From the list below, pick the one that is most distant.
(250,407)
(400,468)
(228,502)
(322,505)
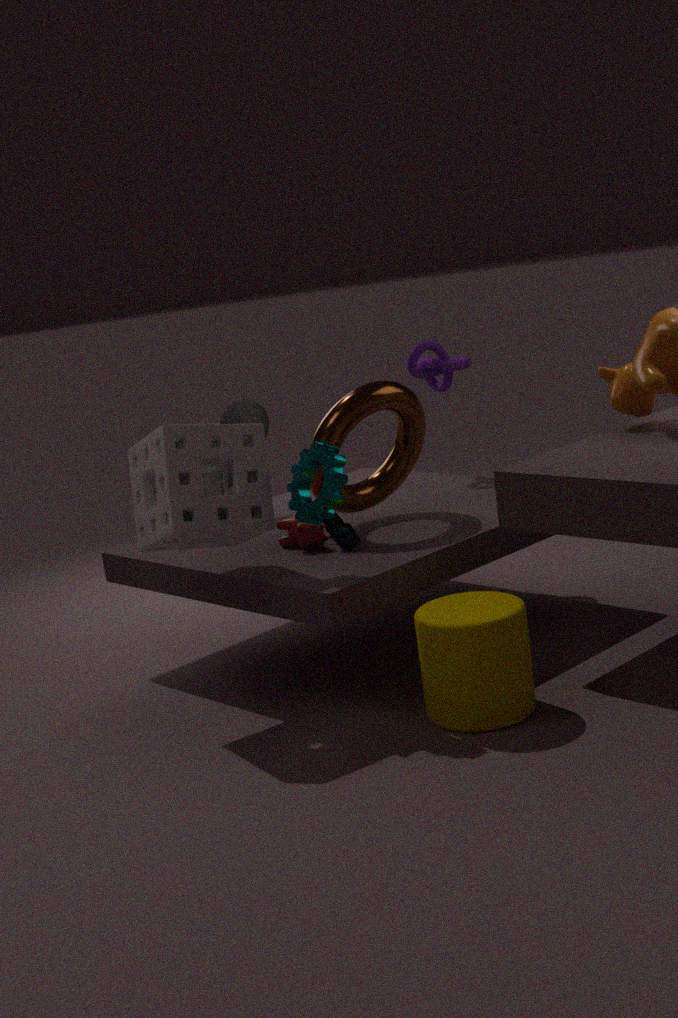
(250,407)
